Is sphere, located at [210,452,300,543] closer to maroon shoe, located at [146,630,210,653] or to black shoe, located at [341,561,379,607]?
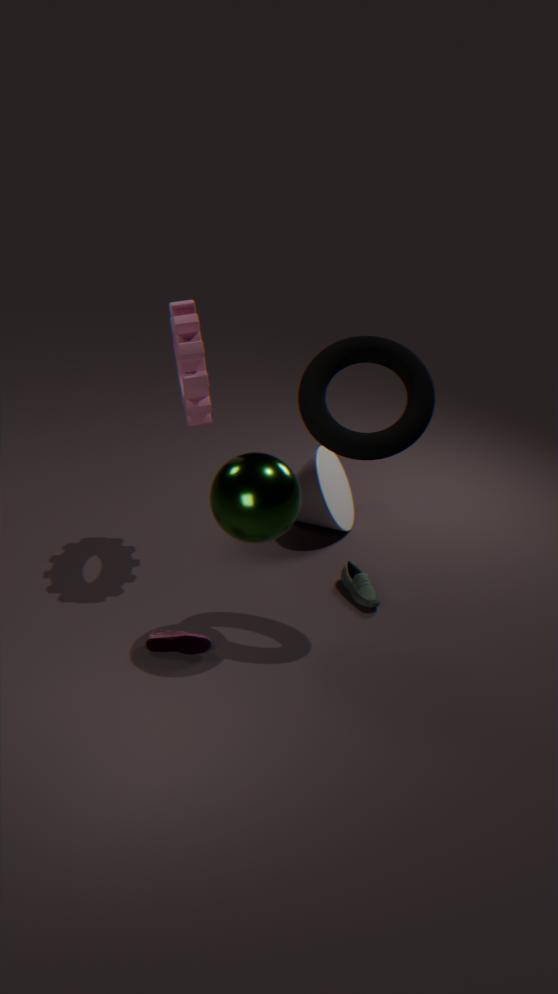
maroon shoe, located at [146,630,210,653]
